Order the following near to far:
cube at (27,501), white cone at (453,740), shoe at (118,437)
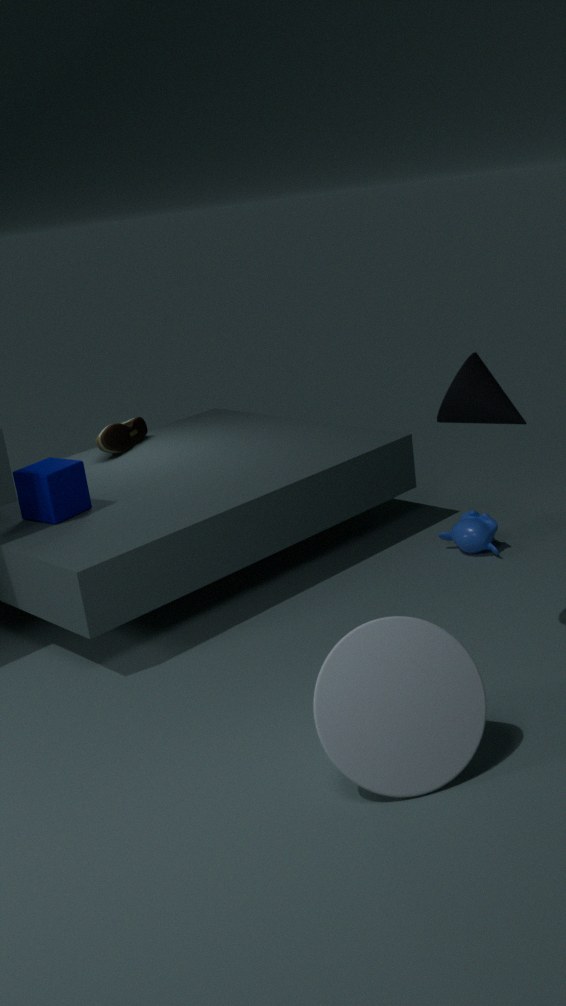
1. white cone at (453,740)
2. cube at (27,501)
3. shoe at (118,437)
